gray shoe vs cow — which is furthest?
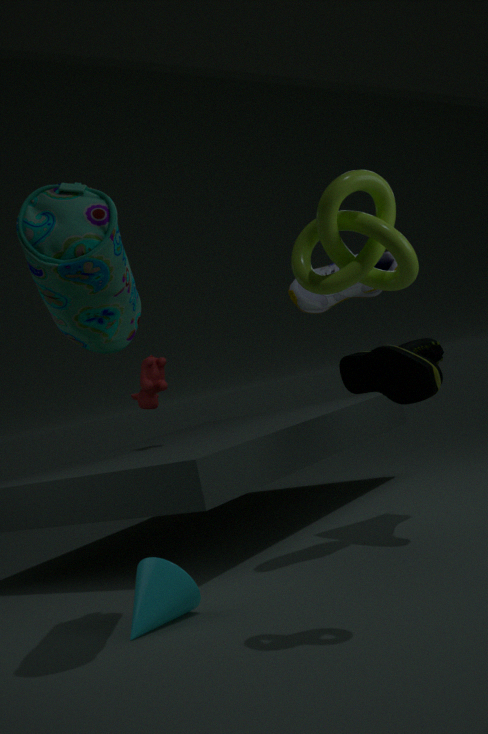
cow
